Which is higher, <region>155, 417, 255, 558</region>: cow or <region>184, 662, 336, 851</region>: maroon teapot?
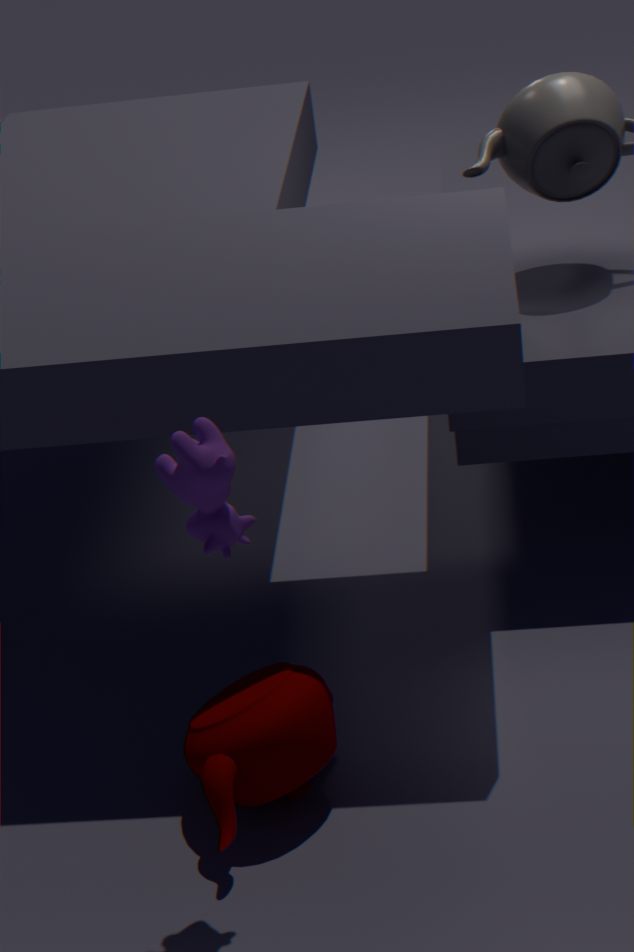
<region>155, 417, 255, 558</region>: cow
